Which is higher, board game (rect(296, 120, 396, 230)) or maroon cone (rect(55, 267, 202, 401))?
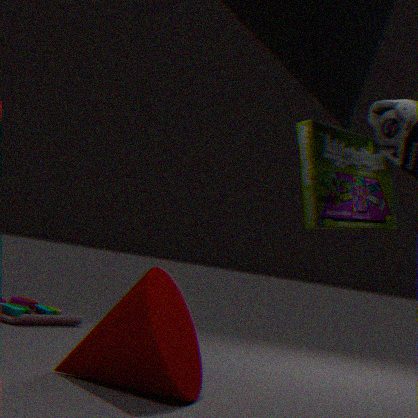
board game (rect(296, 120, 396, 230))
